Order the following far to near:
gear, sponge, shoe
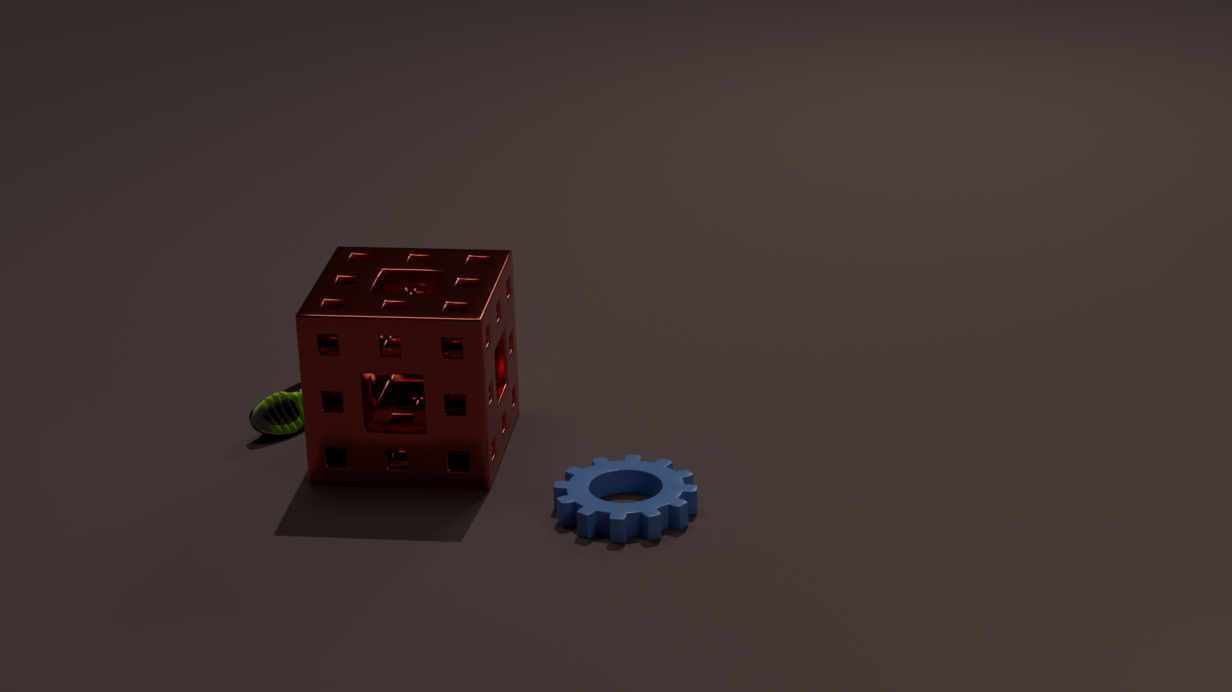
shoe
sponge
gear
